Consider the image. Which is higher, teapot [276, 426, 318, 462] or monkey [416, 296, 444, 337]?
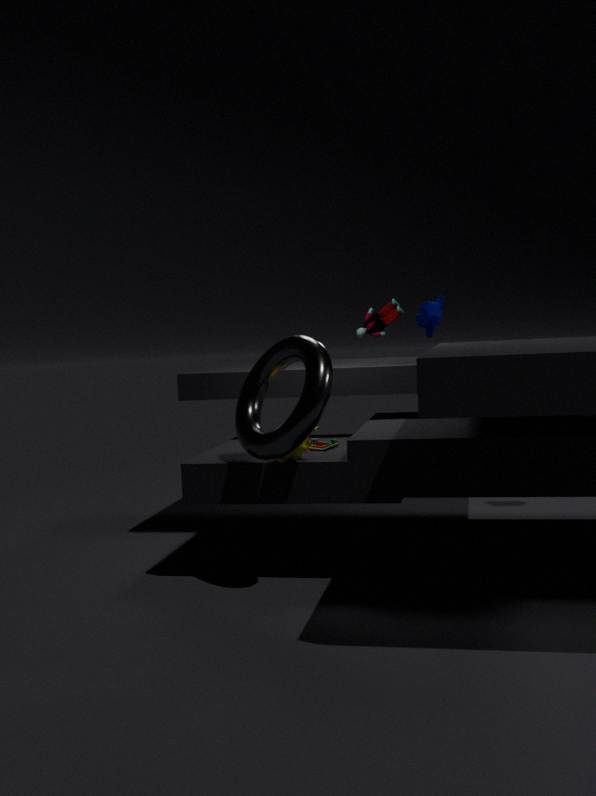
monkey [416, 296, 444, 337]
